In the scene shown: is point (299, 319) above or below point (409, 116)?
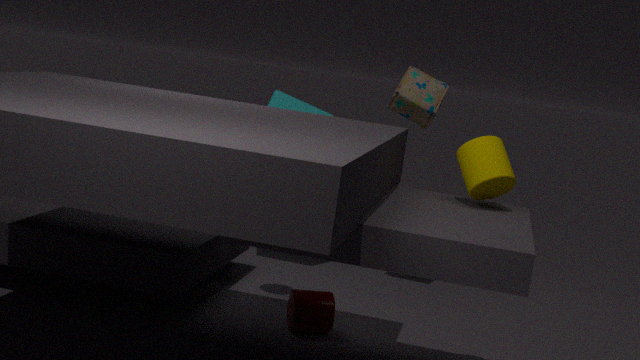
below
